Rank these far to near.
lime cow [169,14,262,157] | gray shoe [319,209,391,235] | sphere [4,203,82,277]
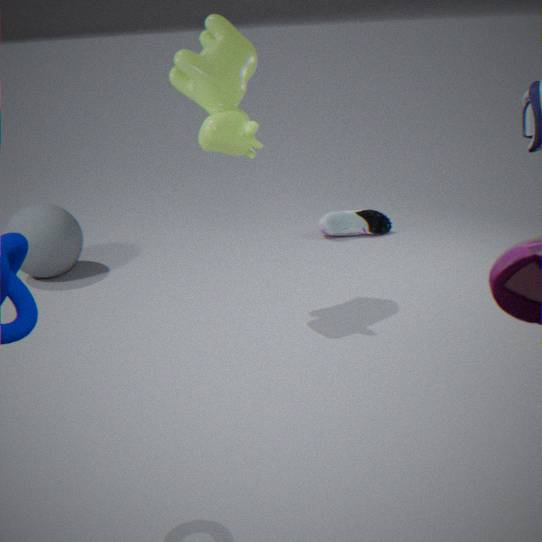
gray shoe [319,209,391,235], sphere [4,203,82,277], lime cow [169,14,262,157]
